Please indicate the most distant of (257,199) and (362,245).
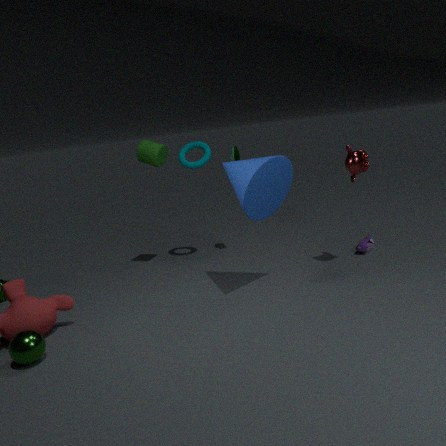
(362,245)
